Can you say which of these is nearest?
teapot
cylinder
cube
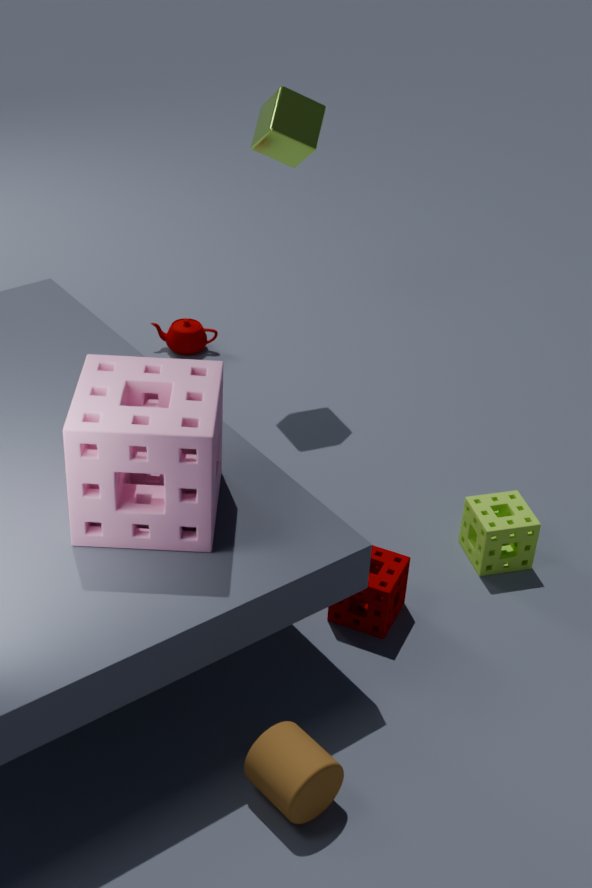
cylinder
